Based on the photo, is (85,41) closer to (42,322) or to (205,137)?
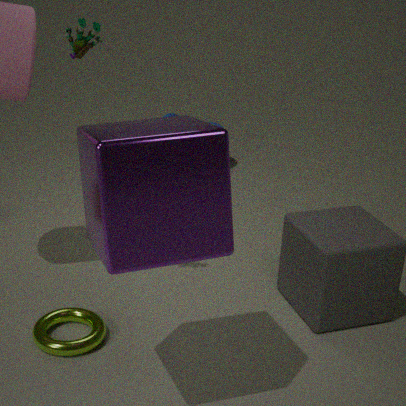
(205,137)
